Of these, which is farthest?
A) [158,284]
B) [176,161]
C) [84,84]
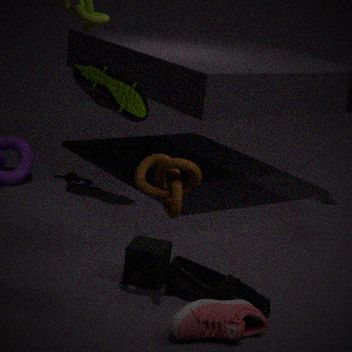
[84,84]
